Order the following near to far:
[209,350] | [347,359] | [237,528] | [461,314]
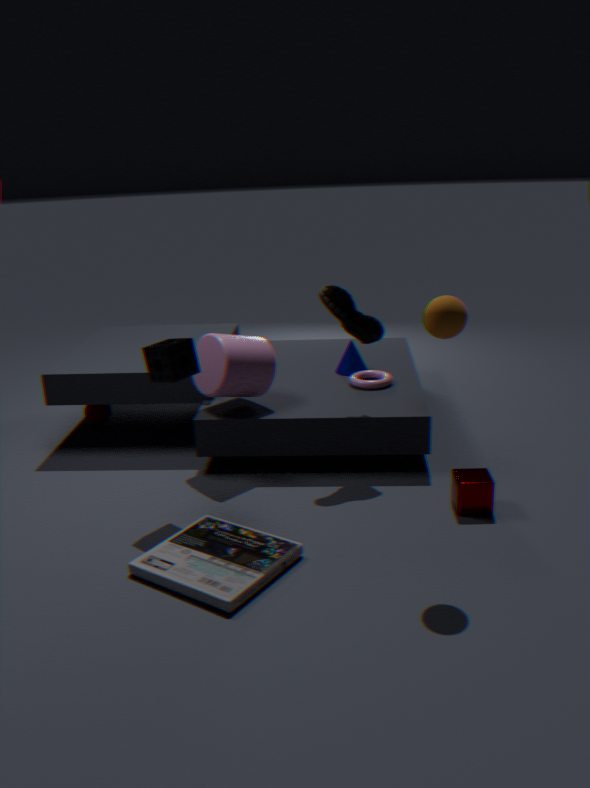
1. [461,314]
2. [237,528]
3. [209,350]
4. [347,359]
